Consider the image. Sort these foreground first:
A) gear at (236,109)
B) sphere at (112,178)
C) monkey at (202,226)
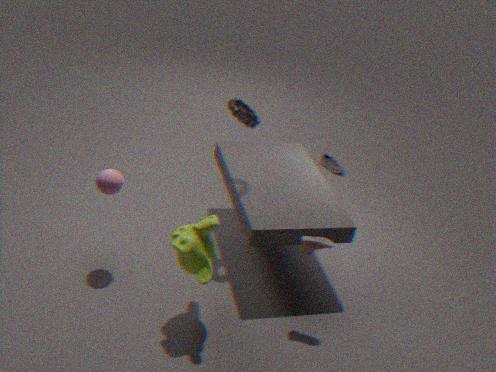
monkey at (202,226), sphere at (112,178), gear at (236,109)
